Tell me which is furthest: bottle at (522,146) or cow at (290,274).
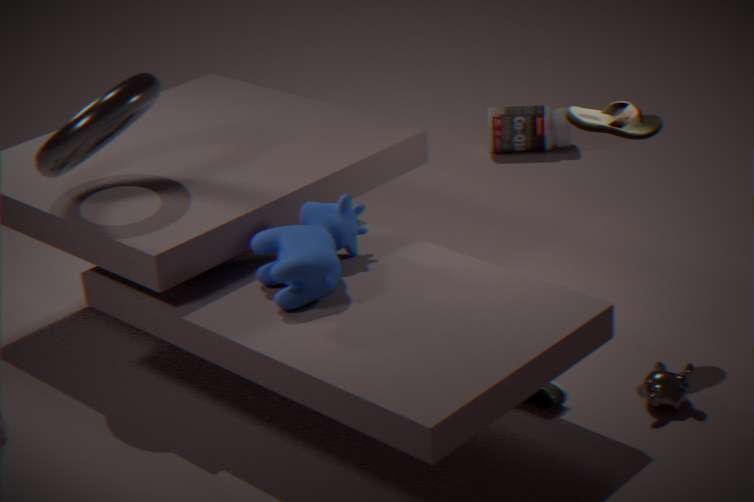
bottle at (522,146)
